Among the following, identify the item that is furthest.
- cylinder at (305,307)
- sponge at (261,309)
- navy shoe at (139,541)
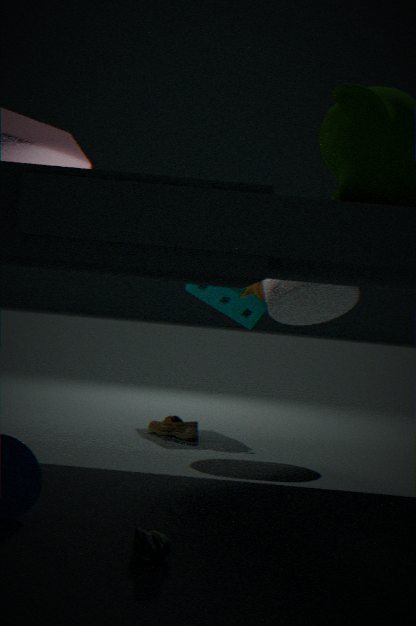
sponge at (261,309)
